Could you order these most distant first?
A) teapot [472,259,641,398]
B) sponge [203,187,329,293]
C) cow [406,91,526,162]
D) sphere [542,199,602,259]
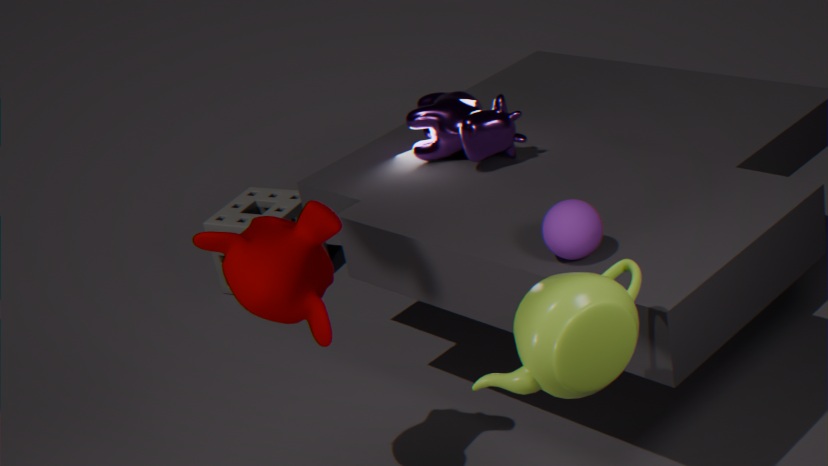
1. sponge [203,187,329,293]
2. cow [406,91,526,162]
3. sphere [542,199,602,259]
4. teapot [472,259,641,398]
